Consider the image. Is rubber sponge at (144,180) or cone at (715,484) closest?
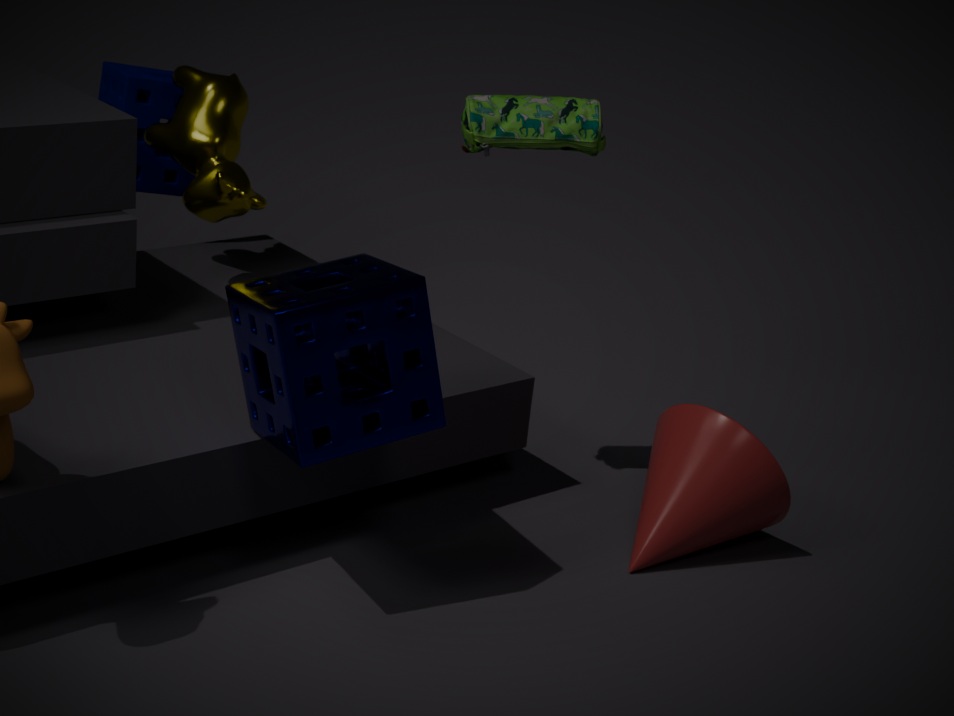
cone at (715,484)
